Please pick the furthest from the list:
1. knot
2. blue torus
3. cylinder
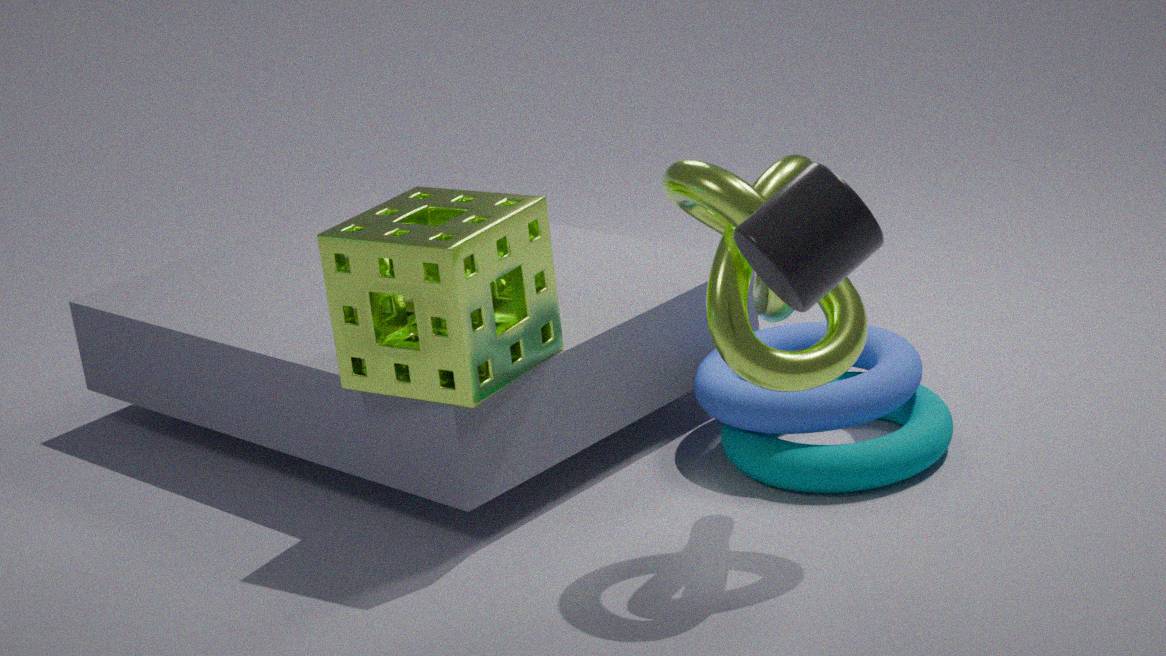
blue torus
